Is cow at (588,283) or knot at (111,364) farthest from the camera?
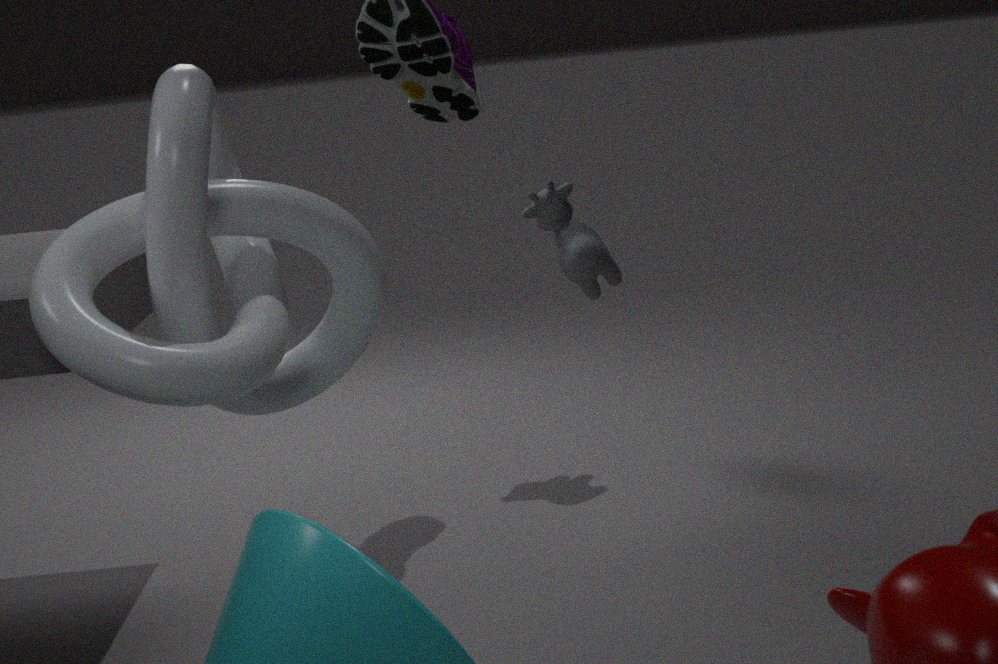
cow at (588,283)
